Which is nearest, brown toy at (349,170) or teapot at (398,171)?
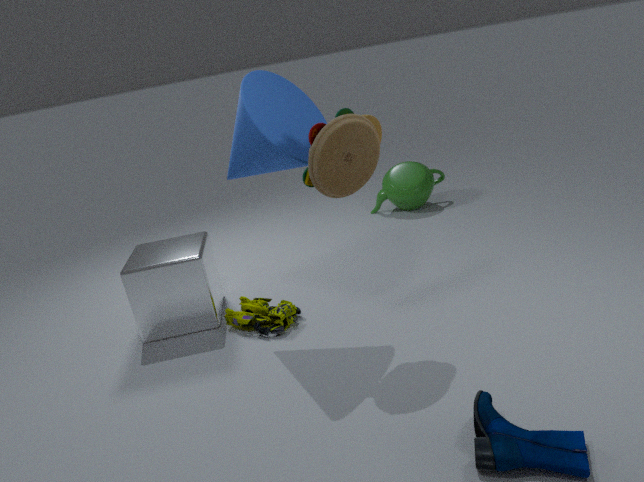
Answer: brown toy at (349,170)
